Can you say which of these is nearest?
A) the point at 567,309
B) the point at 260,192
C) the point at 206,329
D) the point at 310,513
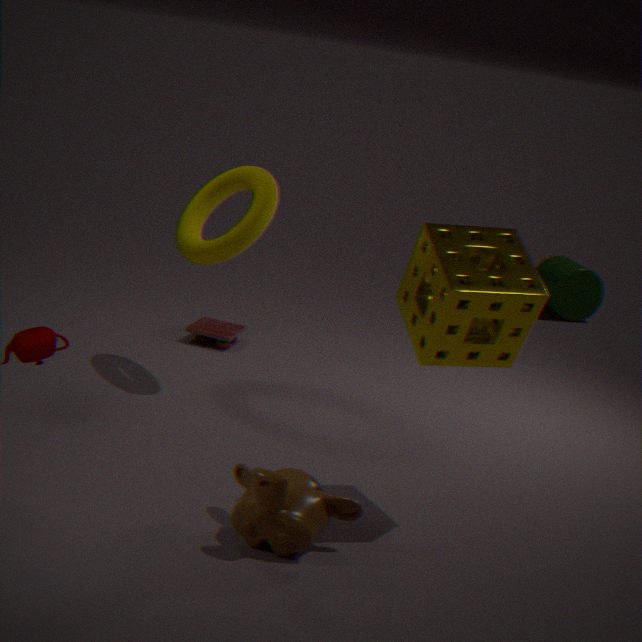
the point at 310,513
